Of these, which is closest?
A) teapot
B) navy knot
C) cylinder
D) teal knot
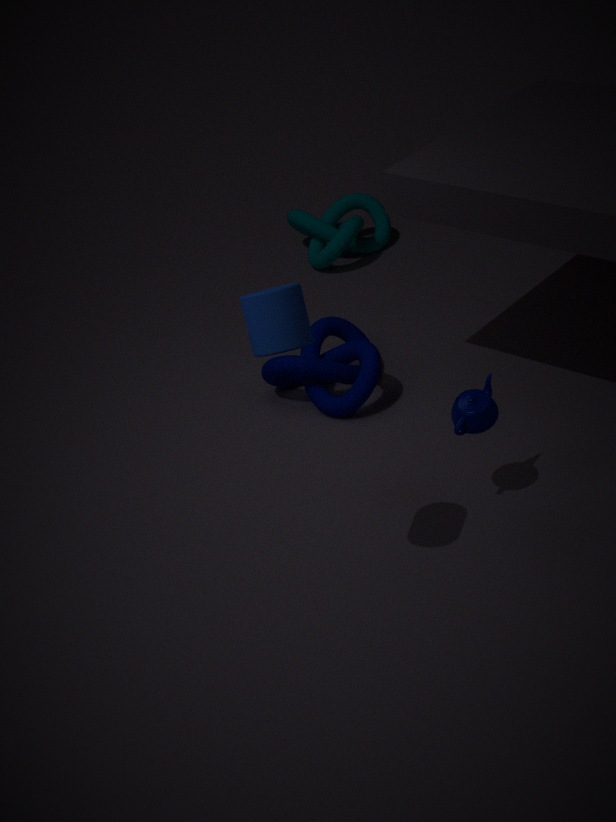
cylinder
